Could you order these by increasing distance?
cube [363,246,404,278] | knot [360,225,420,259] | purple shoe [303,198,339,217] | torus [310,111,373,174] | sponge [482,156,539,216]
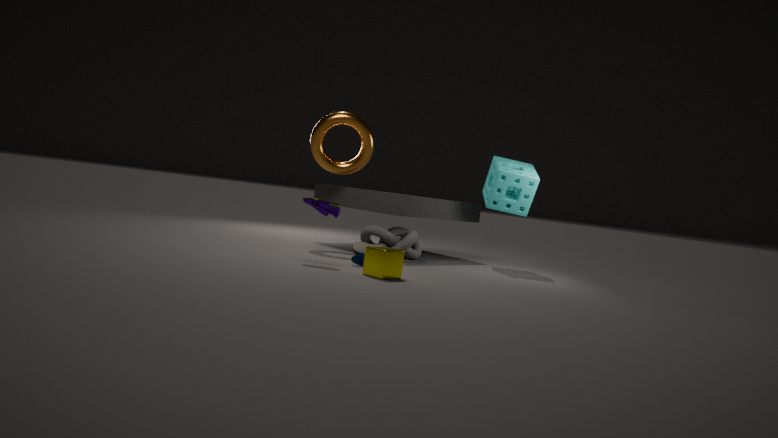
cube [363,246,404,278], purple shoe [303,198,339,217], knot [360,225,420,259], torus [310,111,373,174], sponge [482,156,539,216]
